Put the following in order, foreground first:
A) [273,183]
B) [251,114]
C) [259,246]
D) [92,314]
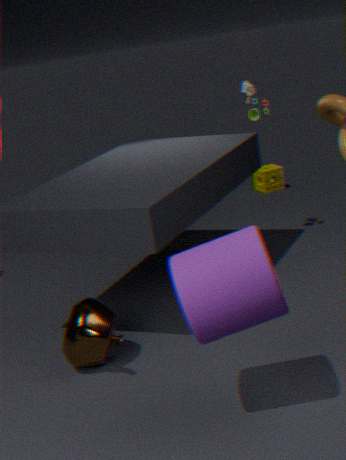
[259,246] < [92,314] < [251,114] < [273,183]
